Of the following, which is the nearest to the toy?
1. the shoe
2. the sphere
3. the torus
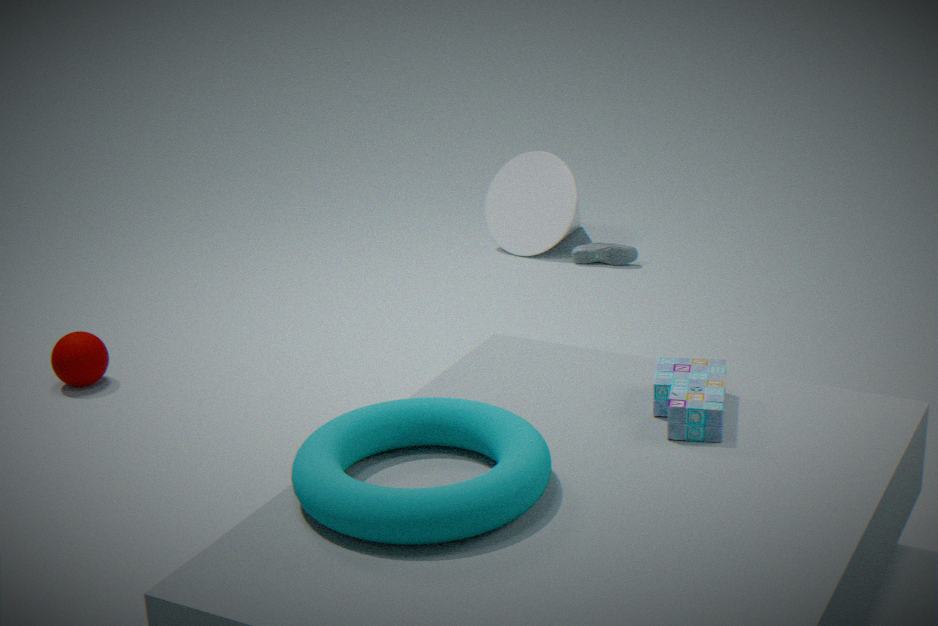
the torus
